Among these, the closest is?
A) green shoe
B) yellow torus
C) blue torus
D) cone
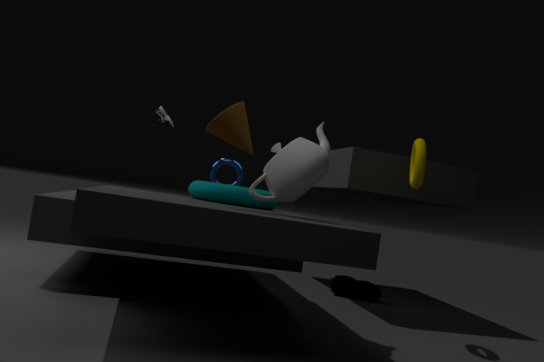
cone
